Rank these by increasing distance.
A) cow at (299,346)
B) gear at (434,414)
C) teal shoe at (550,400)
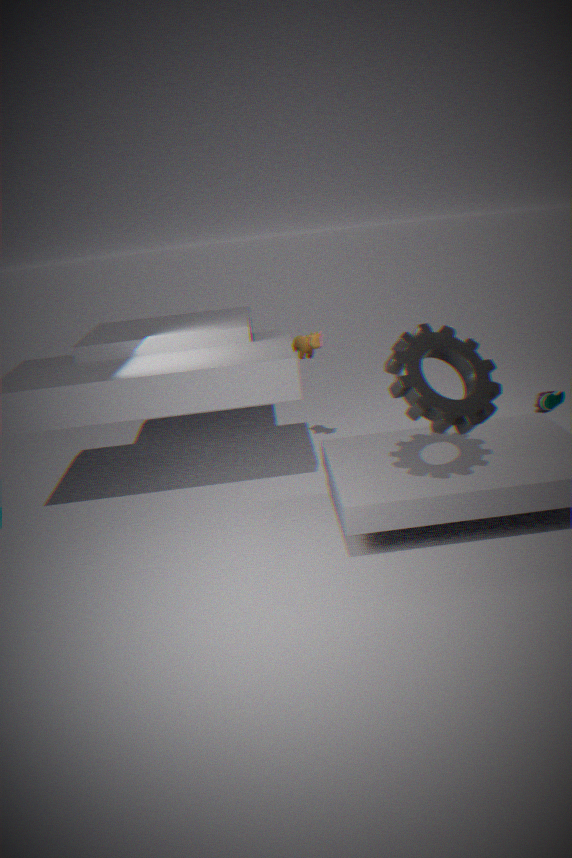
gear at (434,414) < cow at (299,346) < teal shoe at (550,400)
